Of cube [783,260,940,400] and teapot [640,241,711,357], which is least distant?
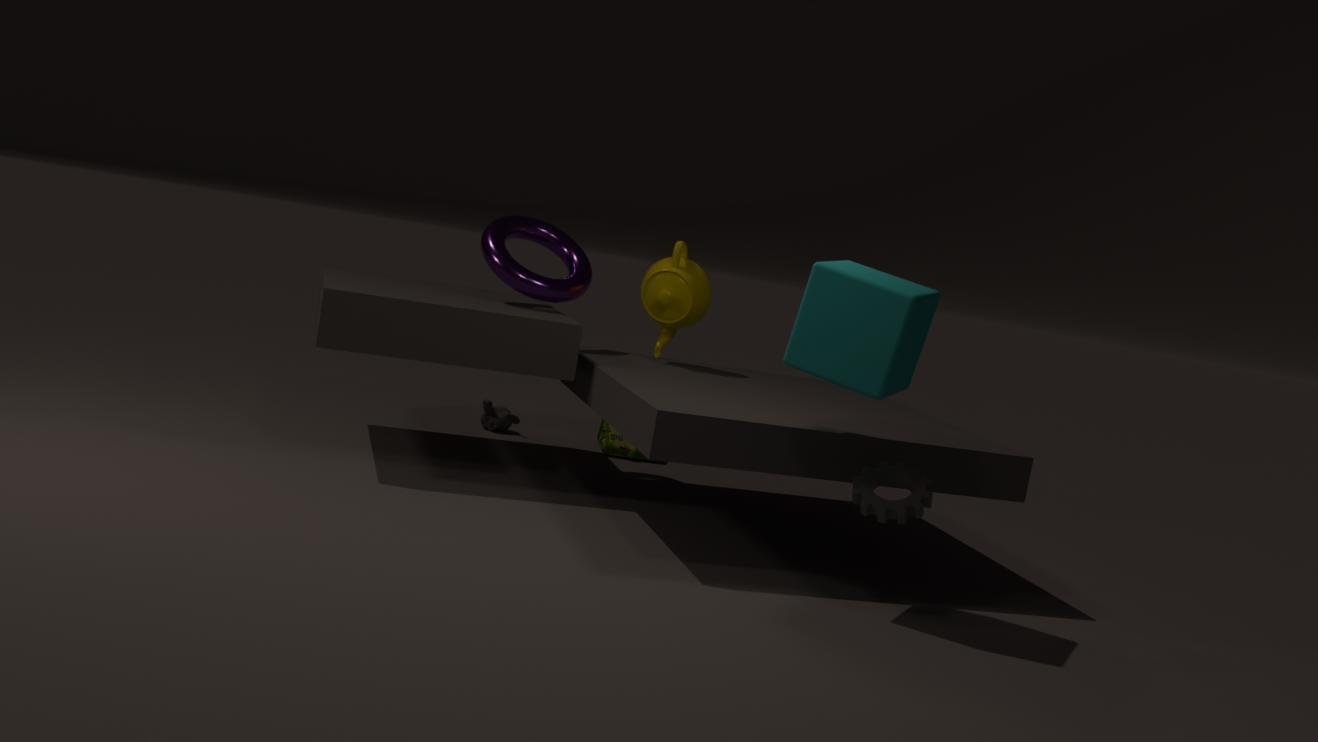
cube [783,260,940,400]
